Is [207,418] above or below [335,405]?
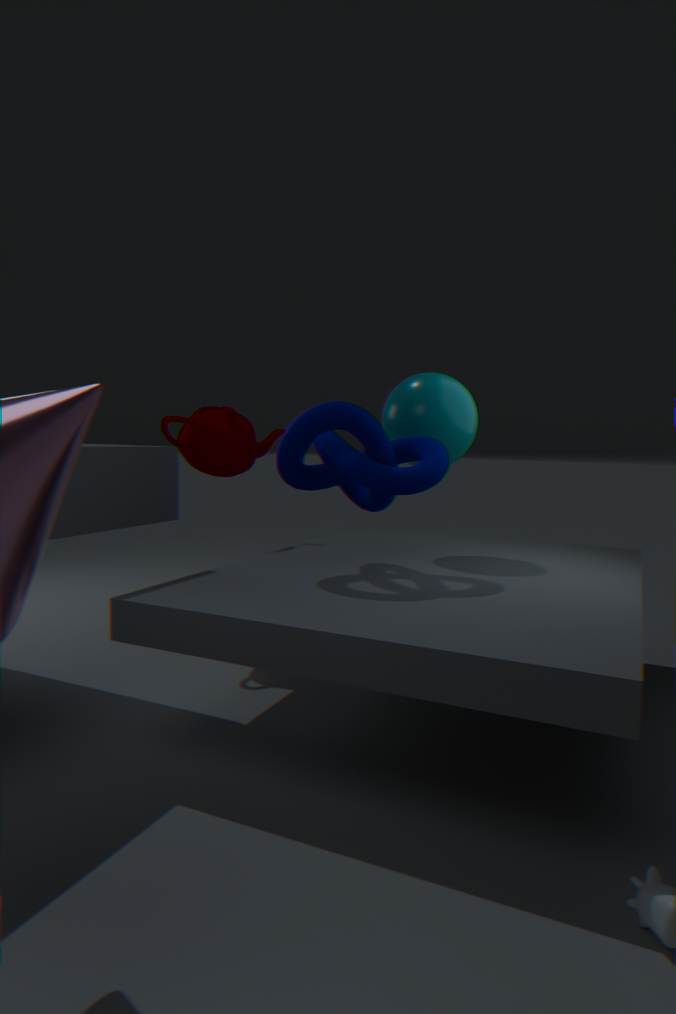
above
